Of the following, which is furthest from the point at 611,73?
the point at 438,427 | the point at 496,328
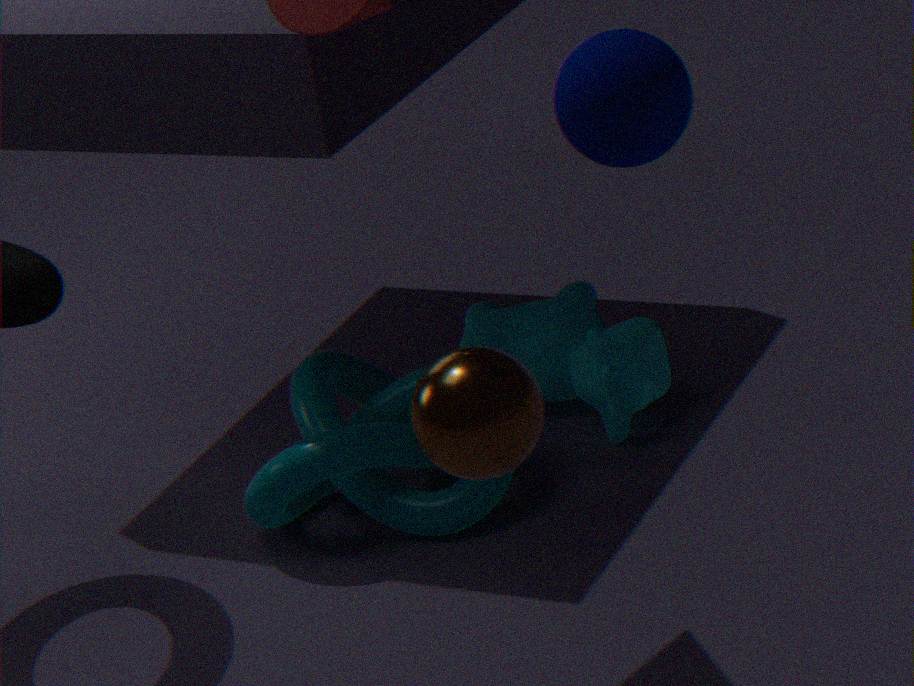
the point at 496,328
